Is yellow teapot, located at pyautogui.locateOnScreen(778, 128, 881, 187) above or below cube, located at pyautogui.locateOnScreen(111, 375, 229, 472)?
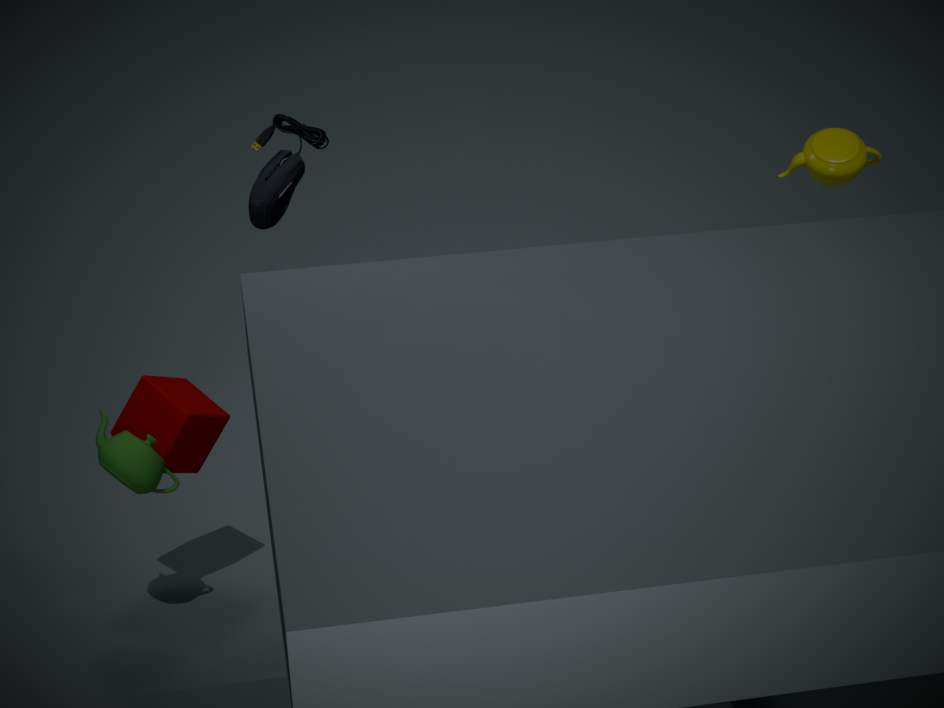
above
